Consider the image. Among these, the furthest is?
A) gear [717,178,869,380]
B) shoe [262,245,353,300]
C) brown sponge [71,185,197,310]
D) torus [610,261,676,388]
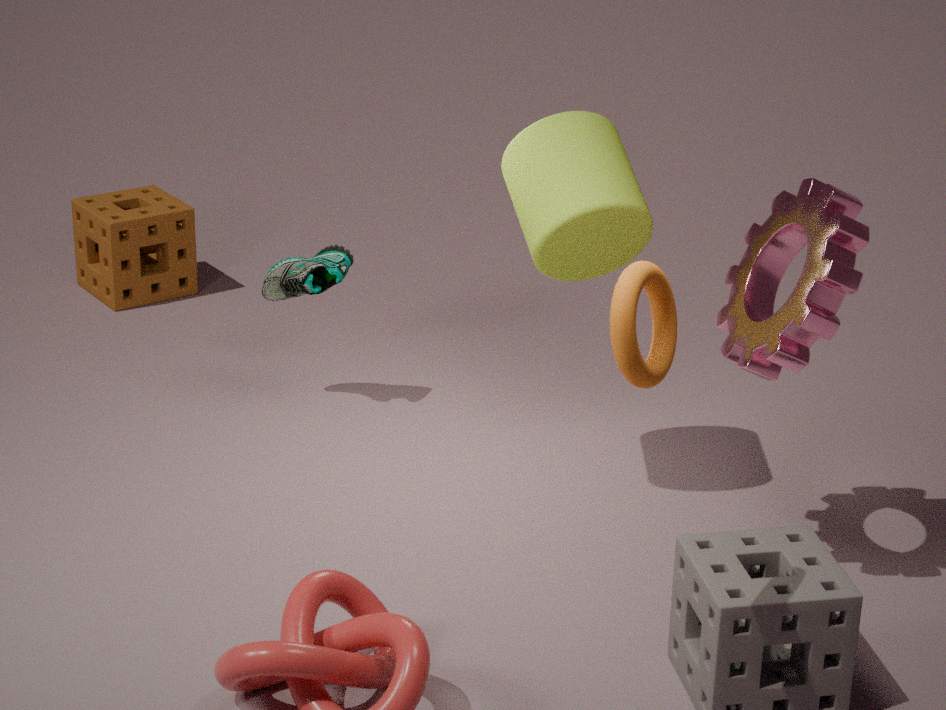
brown sponge [71,185,197,310]
